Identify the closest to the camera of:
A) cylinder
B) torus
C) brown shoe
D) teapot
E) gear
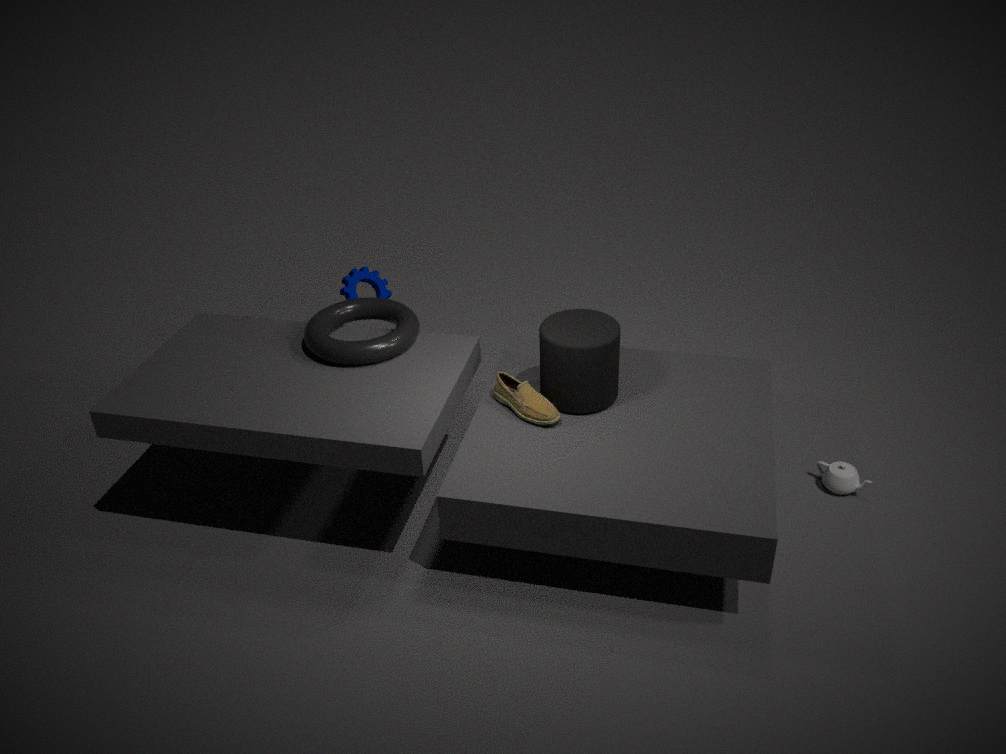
cylinder
